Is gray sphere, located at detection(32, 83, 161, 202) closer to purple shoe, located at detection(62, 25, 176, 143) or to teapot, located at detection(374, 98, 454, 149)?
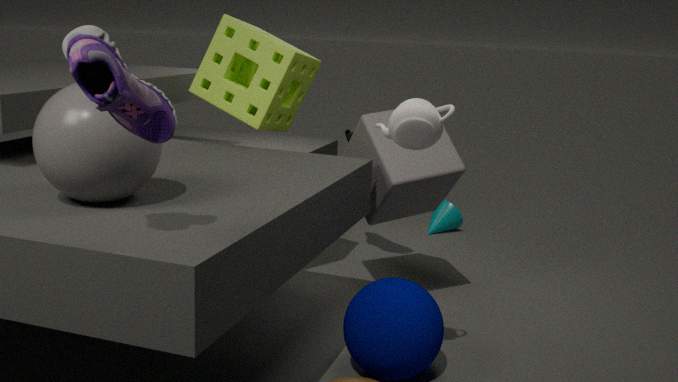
purple shoe, located at detection(62, 25, 176, 143)
